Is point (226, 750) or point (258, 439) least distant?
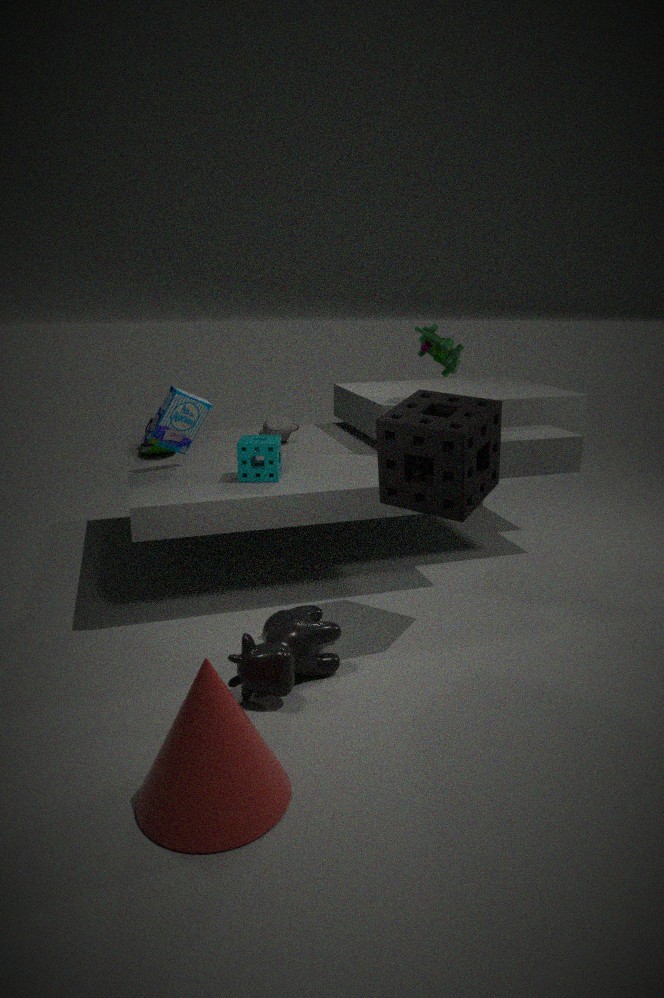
point (226, 750)
